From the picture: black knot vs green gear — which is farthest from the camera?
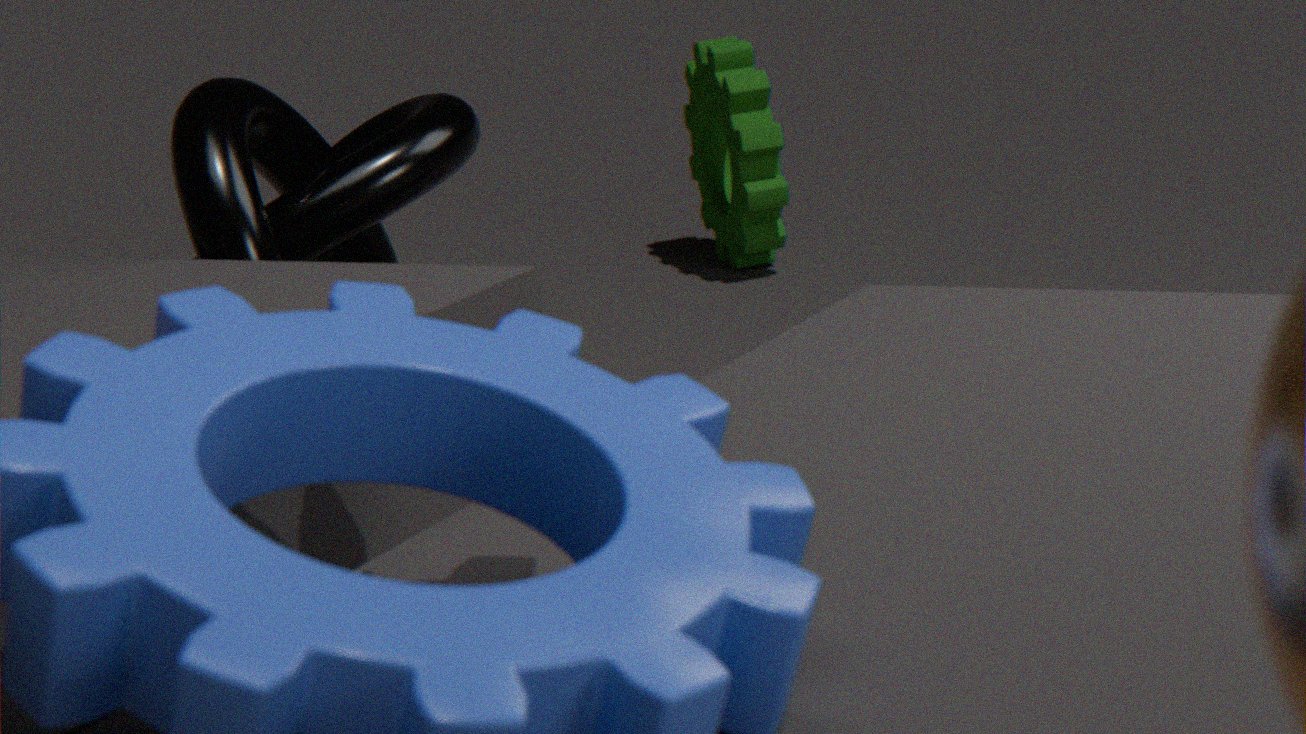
green gear
